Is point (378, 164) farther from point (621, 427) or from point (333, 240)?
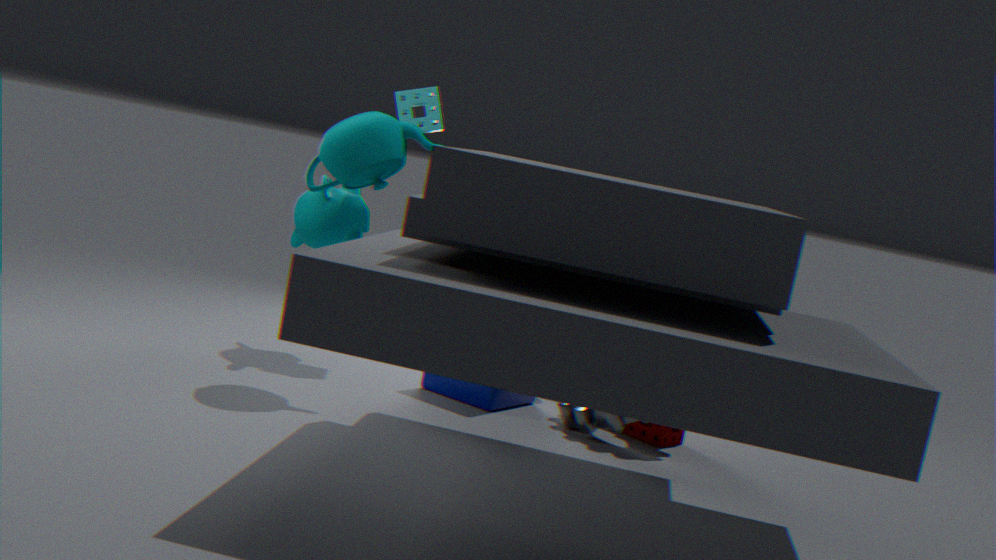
point (621, 427)
